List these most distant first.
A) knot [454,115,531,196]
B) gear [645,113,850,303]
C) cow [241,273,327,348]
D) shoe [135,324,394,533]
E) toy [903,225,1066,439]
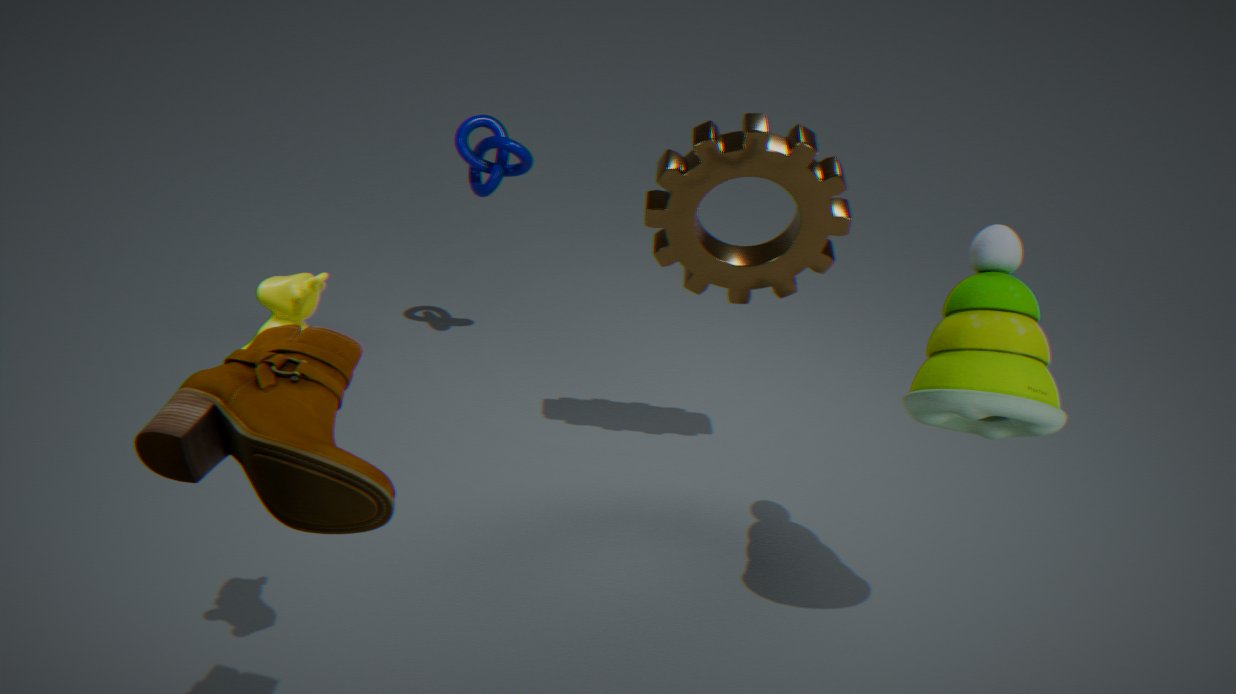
knot [454,115,531,196]
gear [645,113,850,303]
toy [903,225,1066,439]
cow [241,273,327,348]
shoe [135,324,394,533]
